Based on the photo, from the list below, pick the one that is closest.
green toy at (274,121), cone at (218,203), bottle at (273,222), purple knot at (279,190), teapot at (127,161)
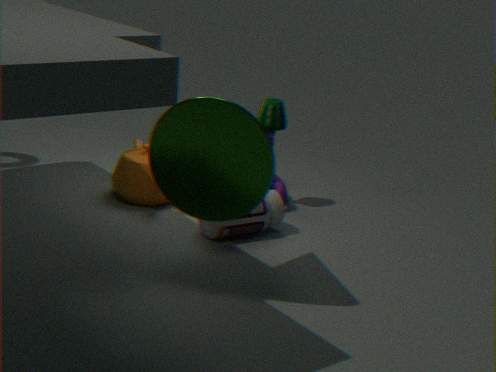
cone at (218,203)
